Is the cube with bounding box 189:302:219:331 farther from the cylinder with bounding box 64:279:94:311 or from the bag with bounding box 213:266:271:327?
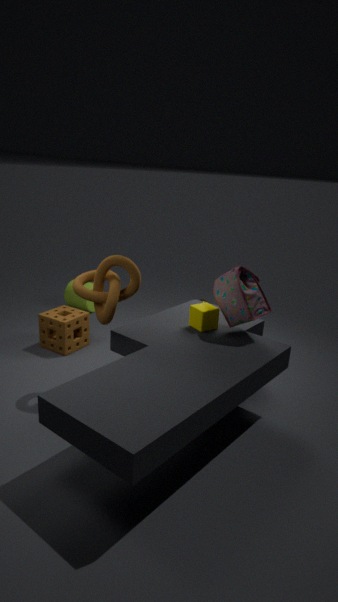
the cylinder with bounding box 64:279:94:311
